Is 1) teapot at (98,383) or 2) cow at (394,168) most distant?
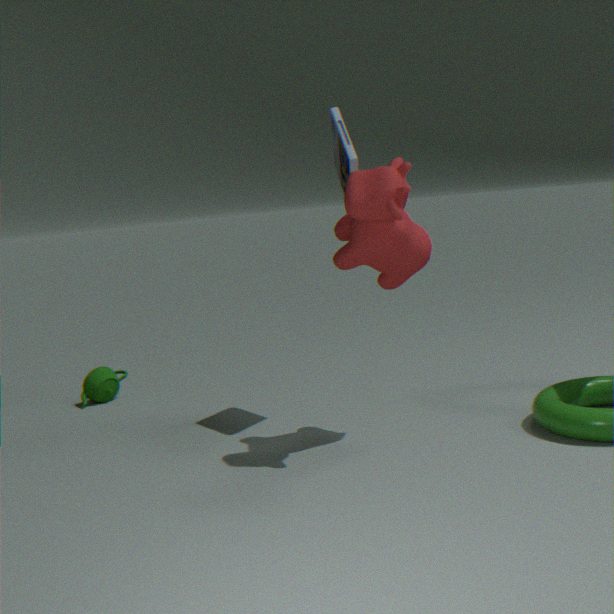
1. teapot at (98,383)
